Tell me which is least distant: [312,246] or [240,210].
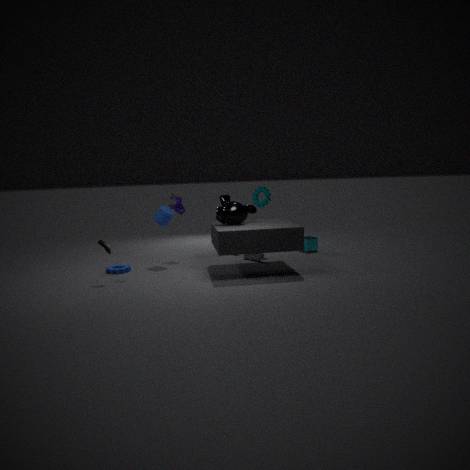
[240,210]
